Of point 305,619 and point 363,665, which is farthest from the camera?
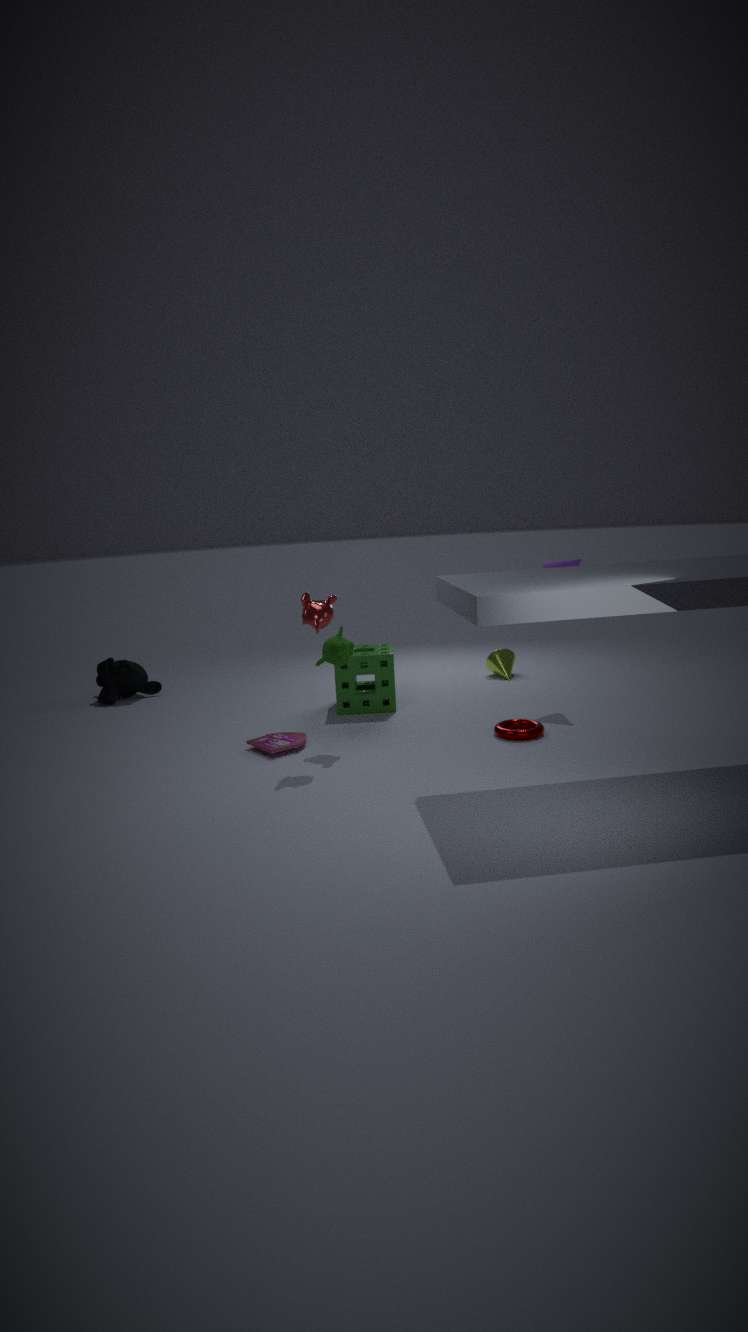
point 363,665
